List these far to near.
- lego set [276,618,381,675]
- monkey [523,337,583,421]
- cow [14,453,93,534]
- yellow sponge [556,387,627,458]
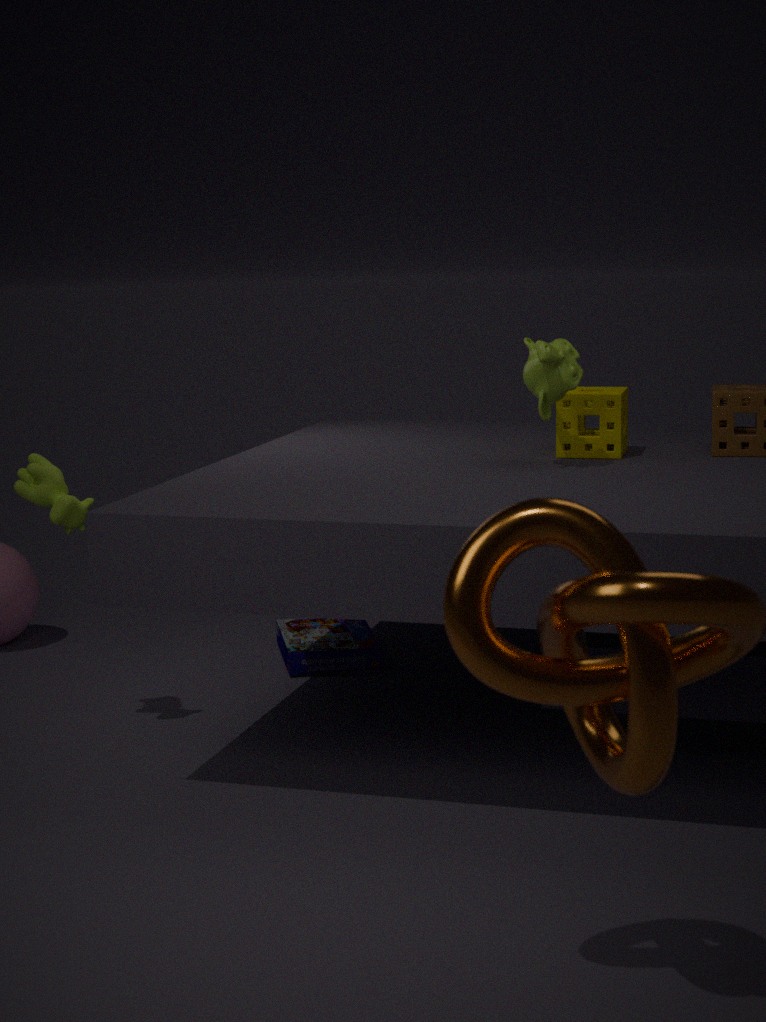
lego set [276,618,381,675] → yellow sponge [556,387,627,458] → cow [14,453,93,534] → monkey [523,337,583,421]
